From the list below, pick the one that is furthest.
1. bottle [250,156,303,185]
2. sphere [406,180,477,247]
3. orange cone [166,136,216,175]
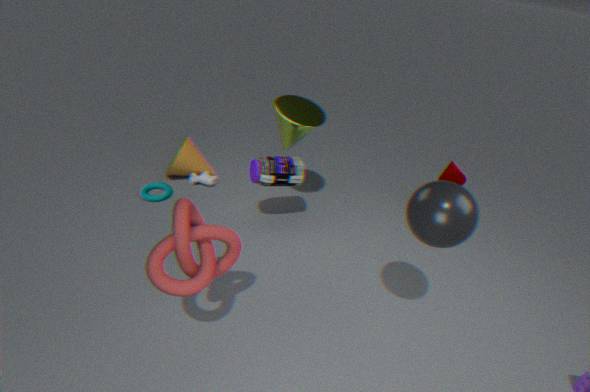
orange cone [166,136,216,175]
